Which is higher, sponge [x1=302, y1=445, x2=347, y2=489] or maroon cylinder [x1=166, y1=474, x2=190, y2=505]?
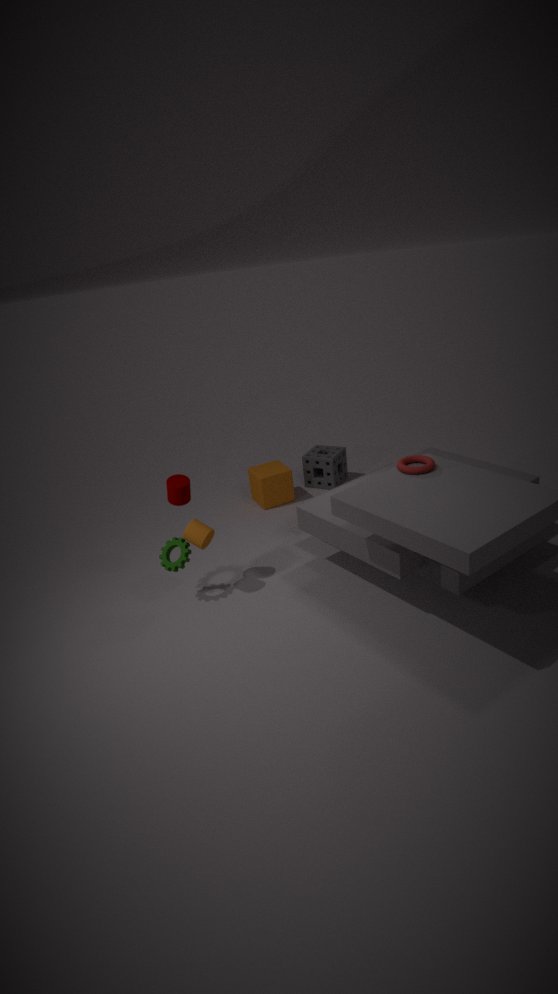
maroon cylinder [x1=166, y1=474, x2=190, y2=505]
